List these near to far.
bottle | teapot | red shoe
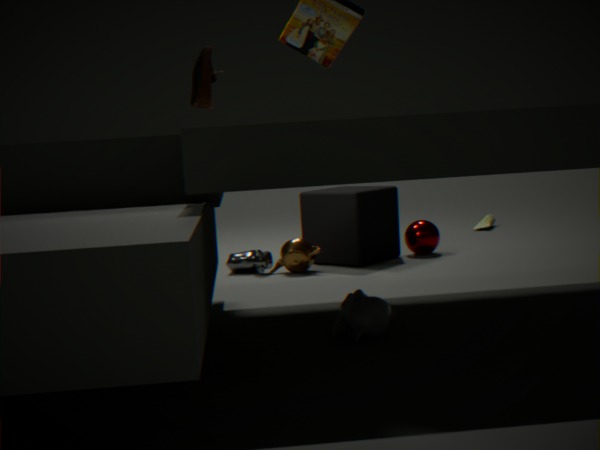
red shoe < teapot < bottle
